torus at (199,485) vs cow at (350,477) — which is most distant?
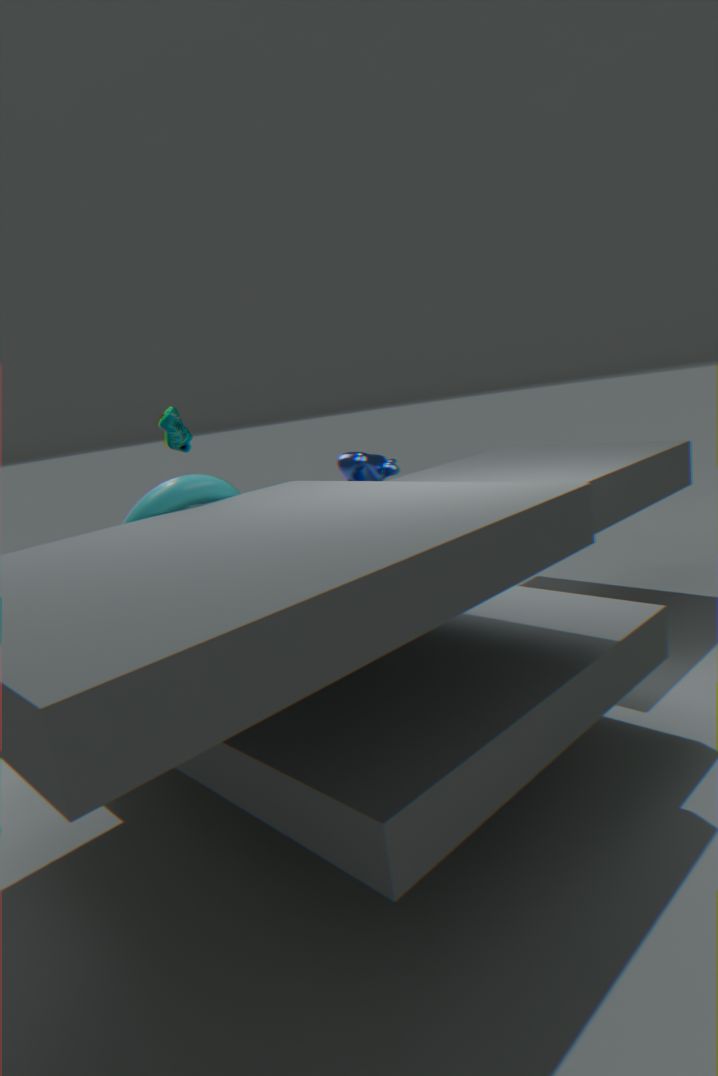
cow at (350,477)
